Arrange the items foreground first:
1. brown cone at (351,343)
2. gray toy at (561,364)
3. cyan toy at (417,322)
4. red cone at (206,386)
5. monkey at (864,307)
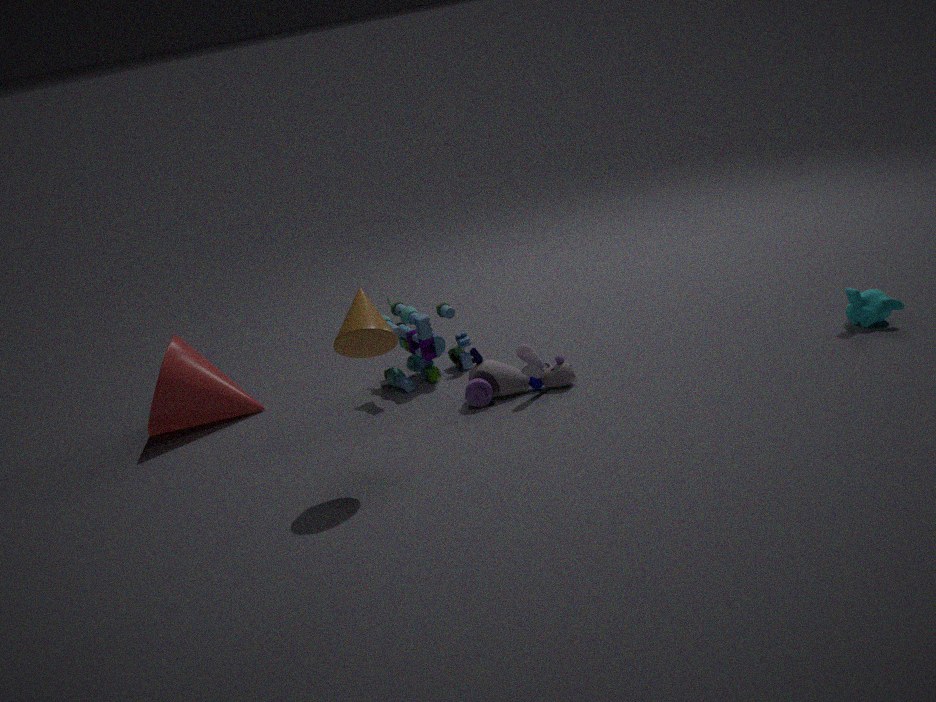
brown cone at (351,343) < gray toy at (561,364) < monkey at (864,307) < red cone at (206,386) < cyan toy at (417,322)
